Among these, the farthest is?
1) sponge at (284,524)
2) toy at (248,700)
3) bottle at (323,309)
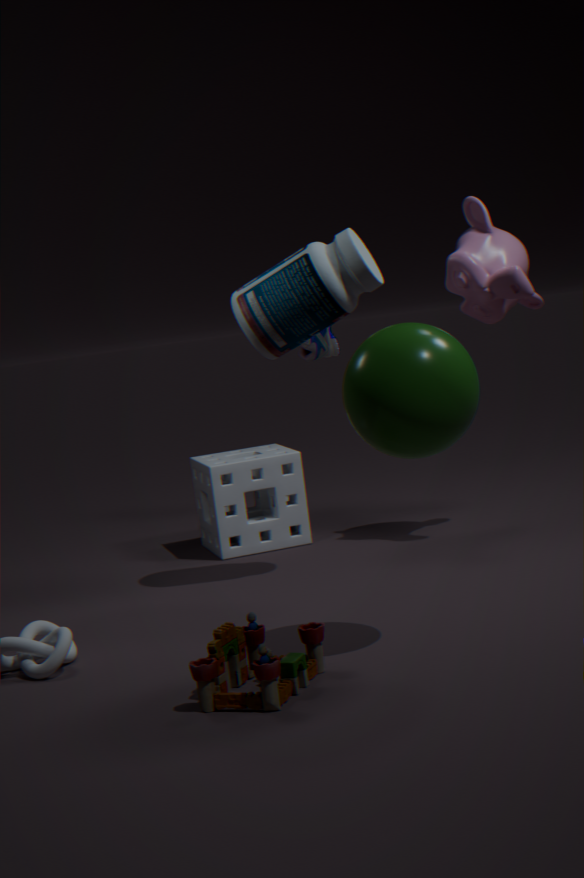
1. sponge at (284,524)
